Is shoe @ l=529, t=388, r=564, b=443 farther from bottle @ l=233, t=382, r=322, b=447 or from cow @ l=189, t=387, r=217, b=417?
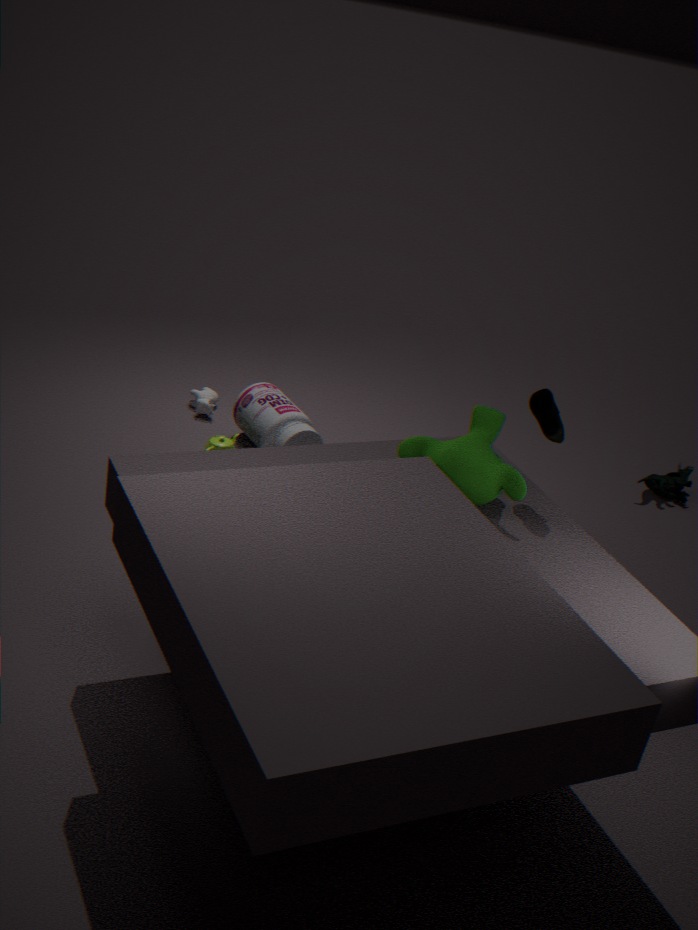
cow @ l=189, t=387, r=217, b=417
